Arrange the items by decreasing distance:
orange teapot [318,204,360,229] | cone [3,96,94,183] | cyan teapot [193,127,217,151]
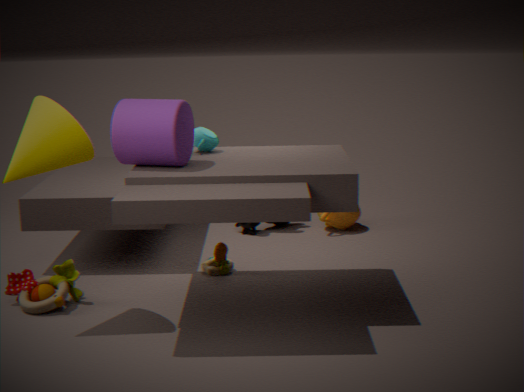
orange teapot [318,204,360,229]
cyan teapot [193,127,217,151]
cone [3,96,94,183]
